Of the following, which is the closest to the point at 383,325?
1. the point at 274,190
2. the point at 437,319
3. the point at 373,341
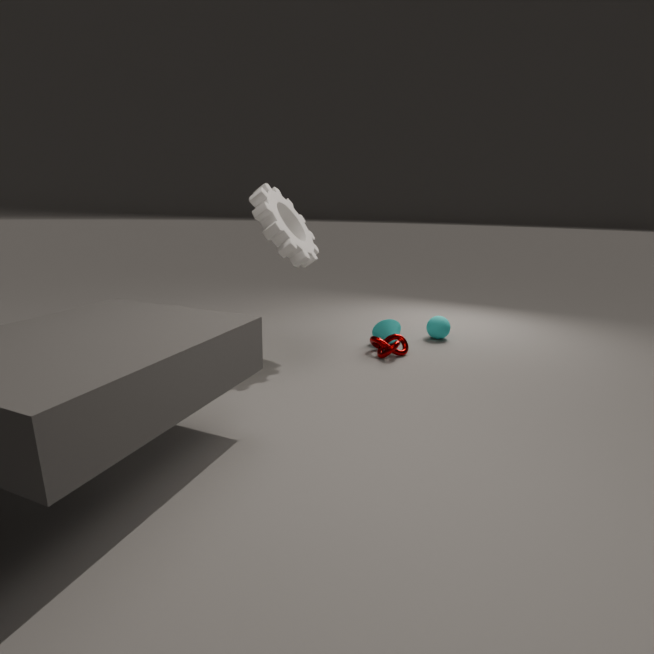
the point at 373,341
